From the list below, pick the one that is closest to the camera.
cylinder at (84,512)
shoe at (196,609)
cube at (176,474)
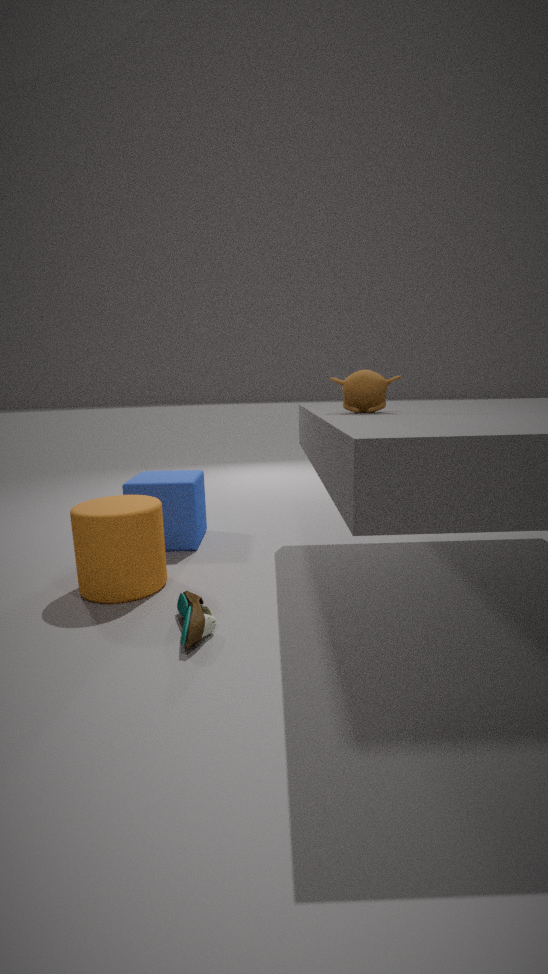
shoe at (196,609)
